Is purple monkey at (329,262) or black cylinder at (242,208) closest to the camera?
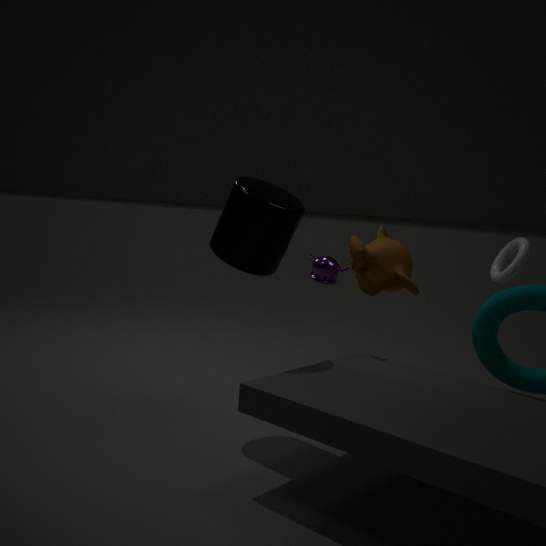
→ black cylinder at (242,208)
